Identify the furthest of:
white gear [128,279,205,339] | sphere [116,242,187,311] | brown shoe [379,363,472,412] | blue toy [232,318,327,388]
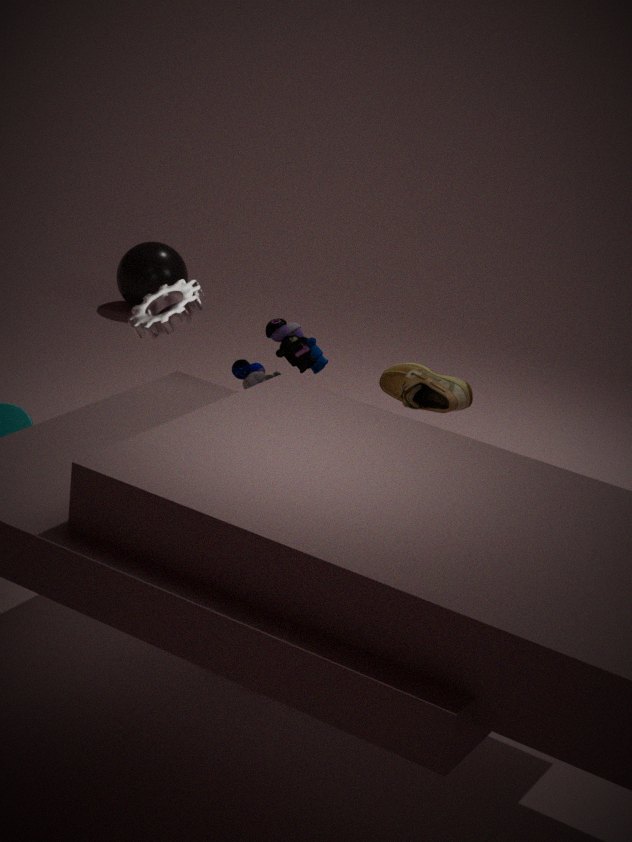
sphere [116,242,187,311]
